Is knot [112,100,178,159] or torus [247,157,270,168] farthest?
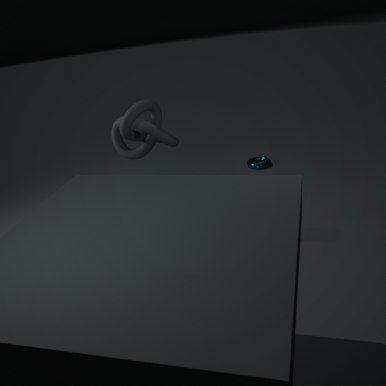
torus [247,157,270,168]
